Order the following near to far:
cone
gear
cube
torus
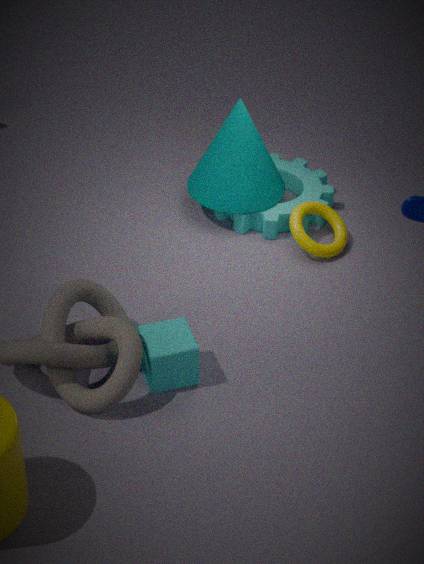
cube → torus → cone → gear
